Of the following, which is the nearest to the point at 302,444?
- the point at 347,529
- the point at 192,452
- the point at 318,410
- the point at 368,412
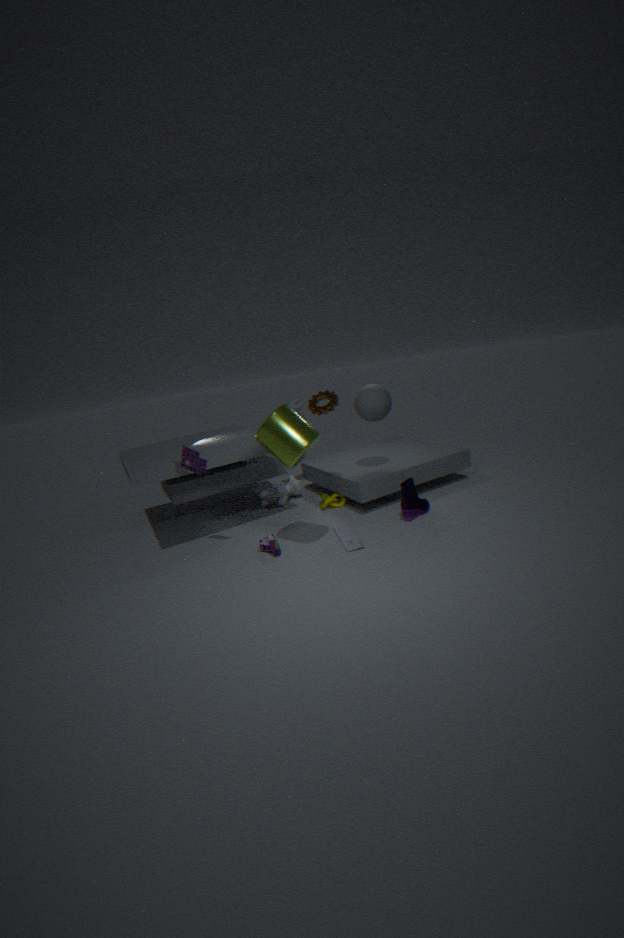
the point at 318,410
